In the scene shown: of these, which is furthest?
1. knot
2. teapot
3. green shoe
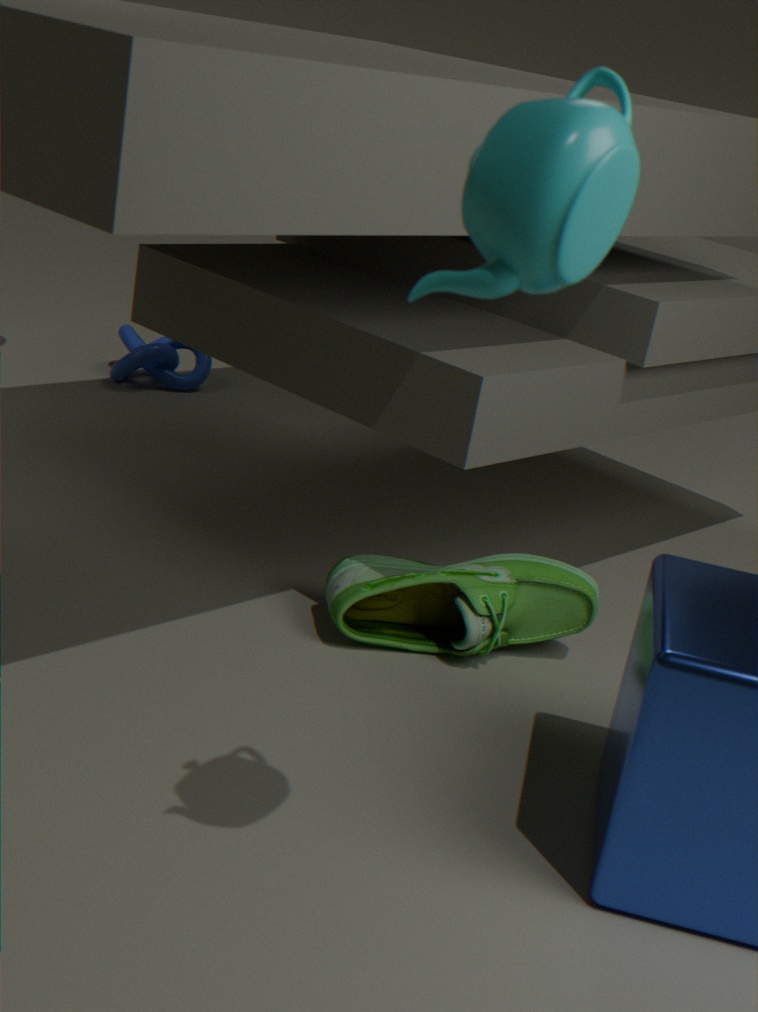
knot
